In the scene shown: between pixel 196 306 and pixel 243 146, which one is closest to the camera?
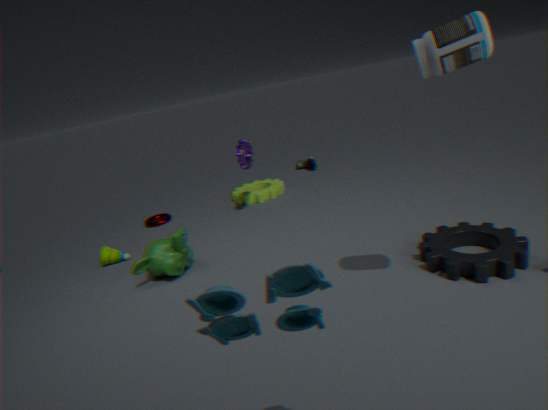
pixel 196 306
